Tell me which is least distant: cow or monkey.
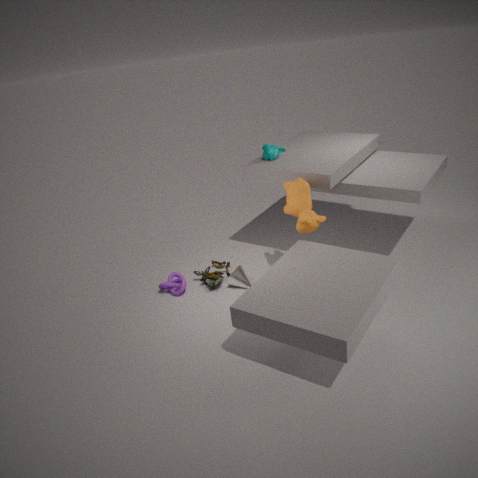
cow
